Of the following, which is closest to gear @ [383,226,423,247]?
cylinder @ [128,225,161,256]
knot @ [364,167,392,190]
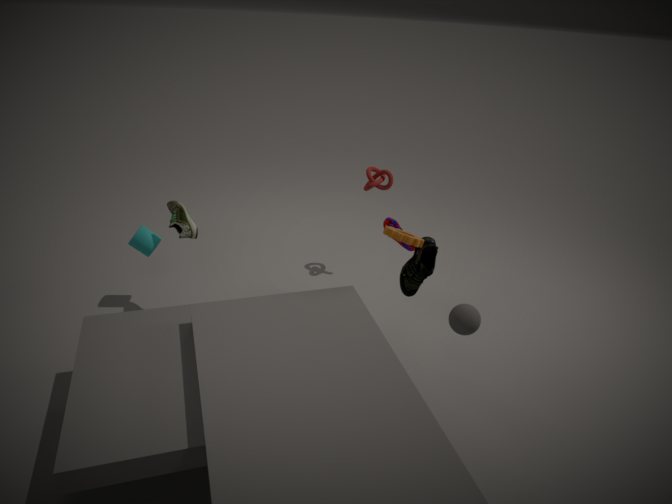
knot @ [364,167,392,190]
